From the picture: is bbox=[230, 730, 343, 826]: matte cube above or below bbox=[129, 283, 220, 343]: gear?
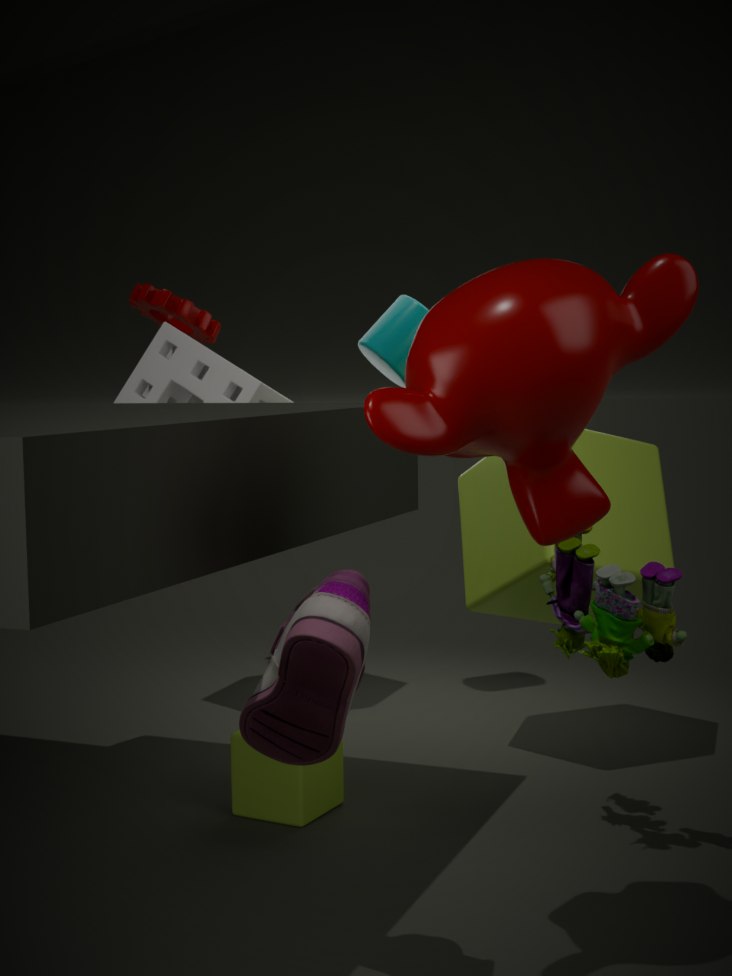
below
